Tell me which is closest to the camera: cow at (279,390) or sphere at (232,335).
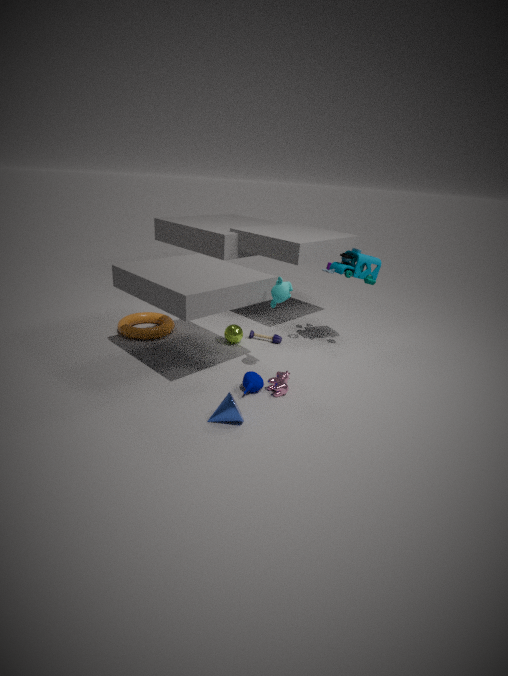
cow at (279,390)
